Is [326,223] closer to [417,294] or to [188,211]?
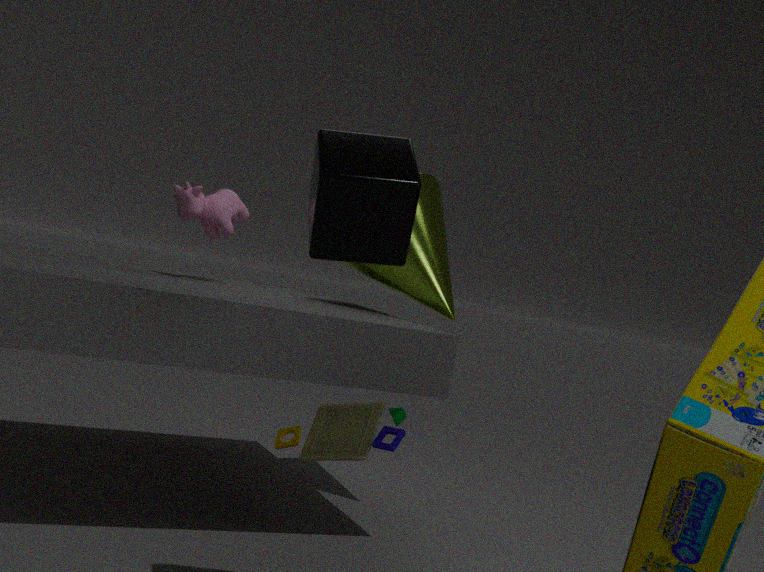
[188,211]
